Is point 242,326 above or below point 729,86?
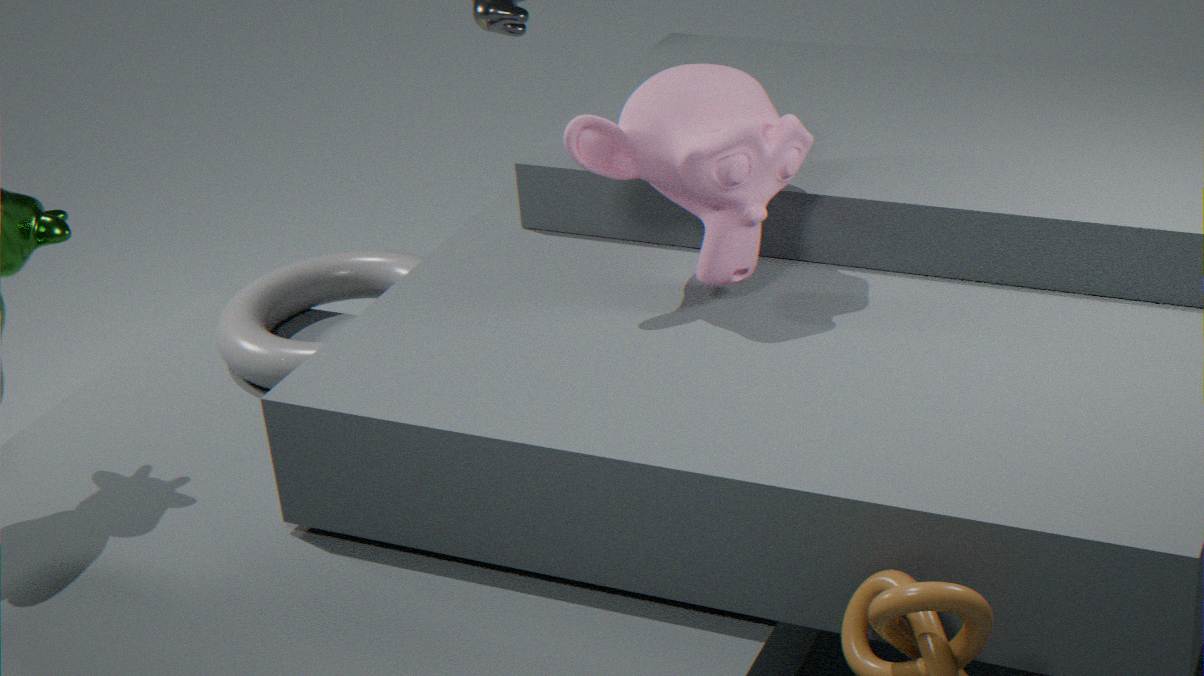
below
